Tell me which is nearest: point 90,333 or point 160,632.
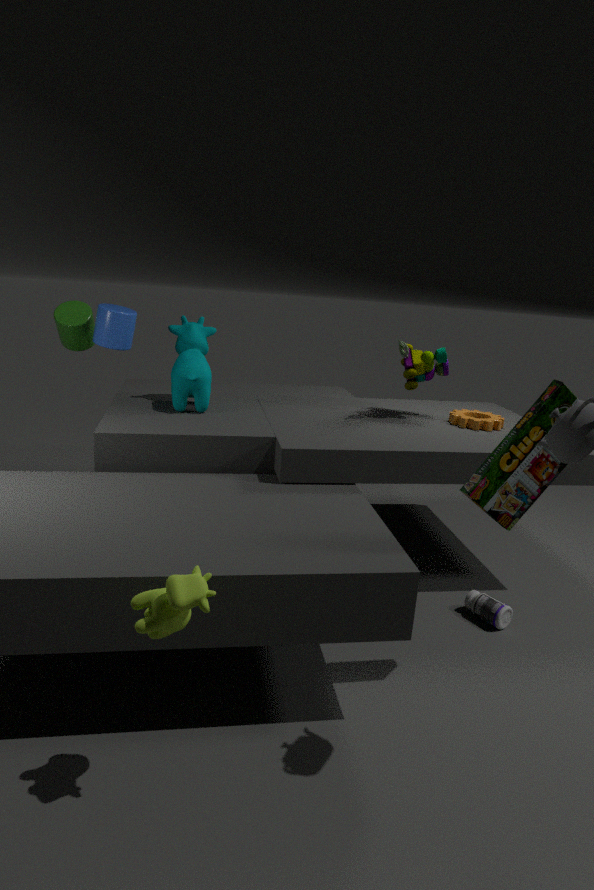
point 160,632
